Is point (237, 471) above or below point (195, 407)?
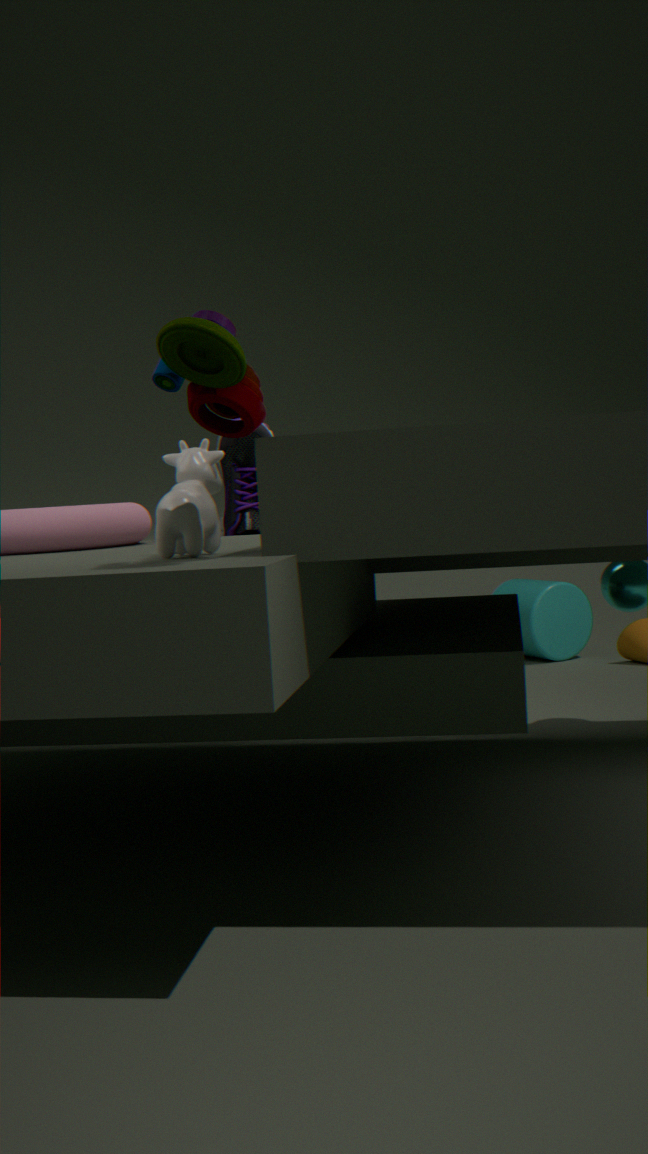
below
